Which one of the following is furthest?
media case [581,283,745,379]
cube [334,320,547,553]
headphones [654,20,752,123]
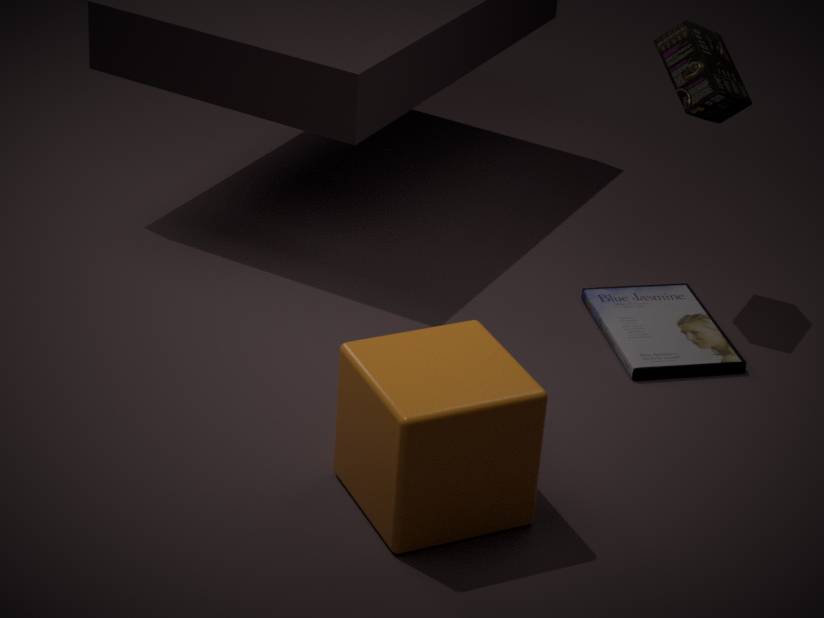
headphones [654,20,752,123]
